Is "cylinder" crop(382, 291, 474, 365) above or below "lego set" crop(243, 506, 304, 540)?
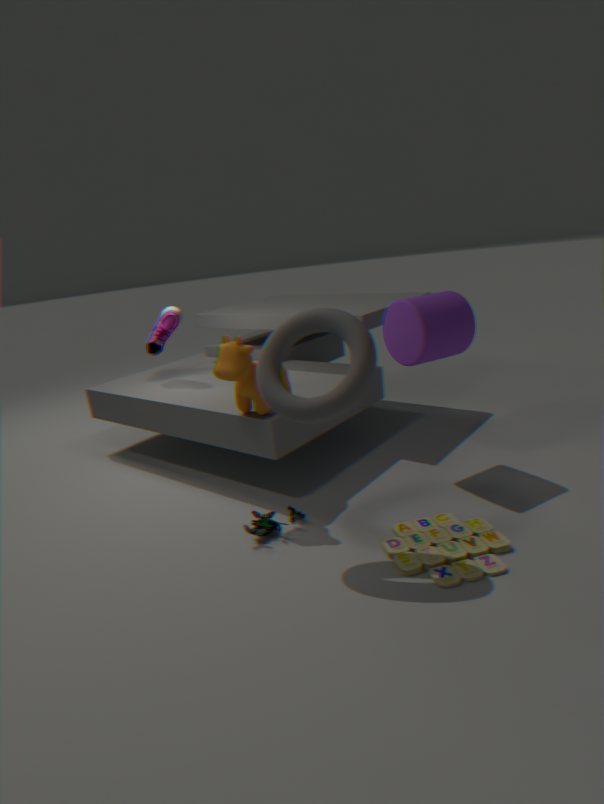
above
